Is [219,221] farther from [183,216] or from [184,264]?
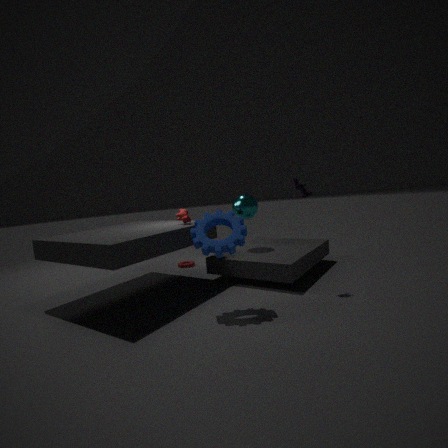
[184,264]
